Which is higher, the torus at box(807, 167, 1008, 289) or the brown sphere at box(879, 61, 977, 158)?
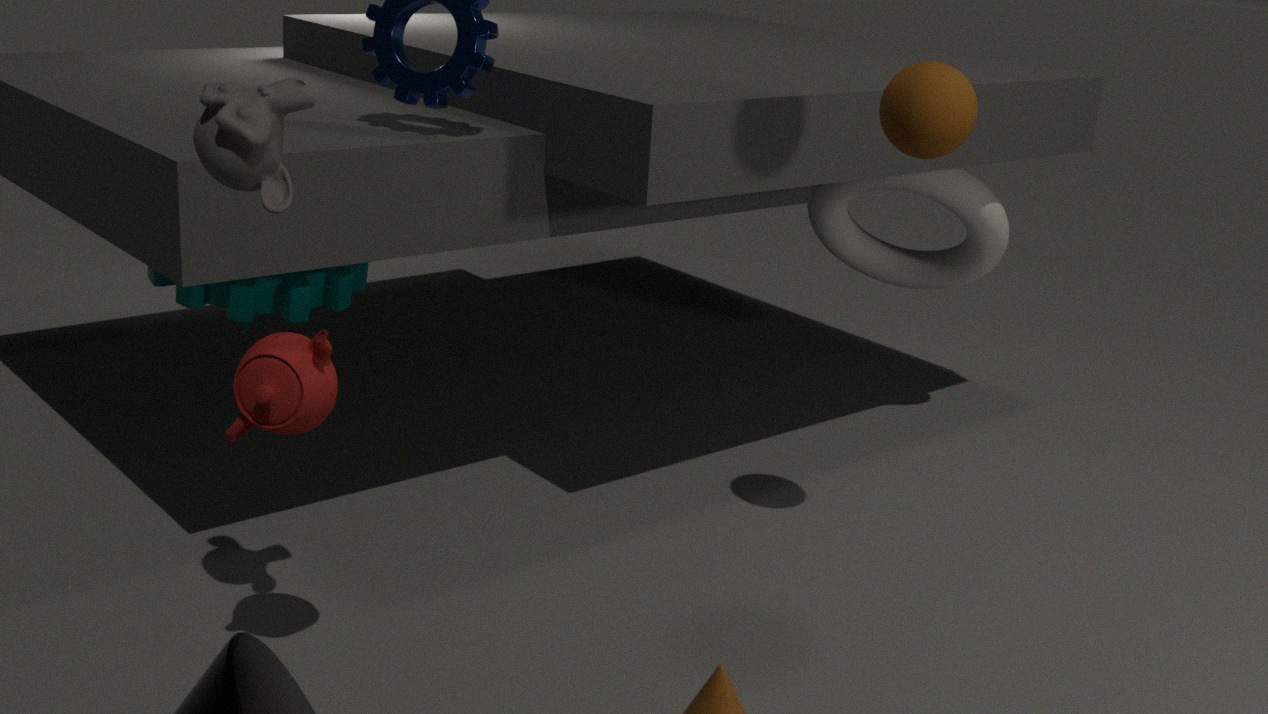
the brown sphere at box(879, 61, 977, 158)
